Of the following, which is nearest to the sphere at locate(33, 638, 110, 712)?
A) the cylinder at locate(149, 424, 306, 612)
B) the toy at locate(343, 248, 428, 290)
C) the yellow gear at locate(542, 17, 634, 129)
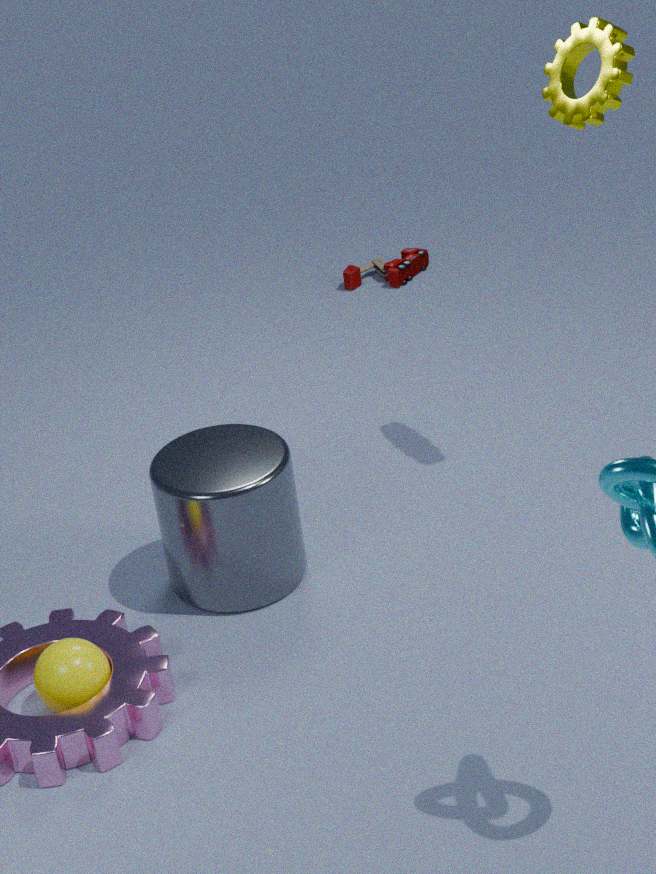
the cylinder at locate(149, 424, 306, 612)
